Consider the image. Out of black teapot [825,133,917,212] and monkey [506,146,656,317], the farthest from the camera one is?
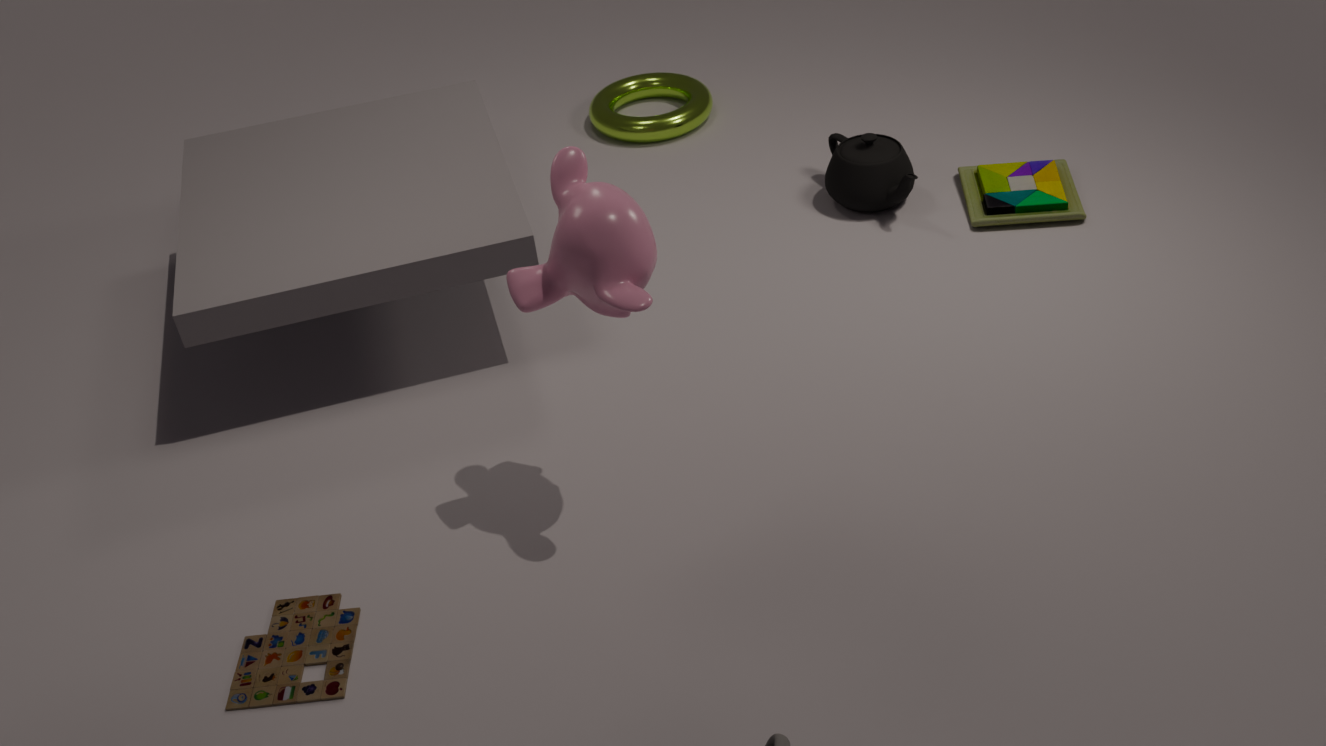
black teapot [825,133,917,212]
